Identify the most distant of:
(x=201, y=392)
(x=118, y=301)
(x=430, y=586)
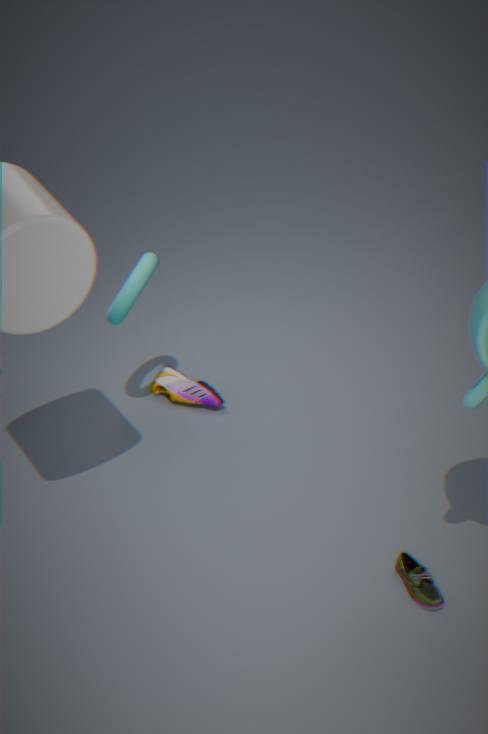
(x=201, y=392)
